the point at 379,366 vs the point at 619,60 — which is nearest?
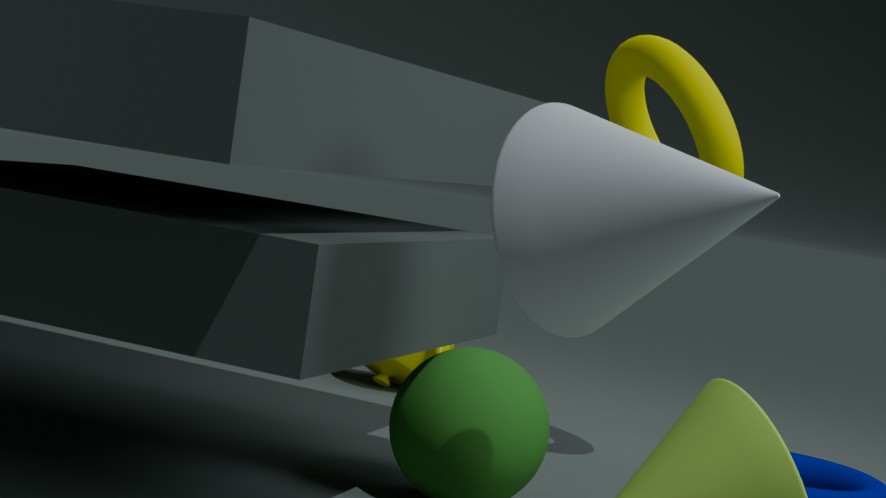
the point at 619,60
